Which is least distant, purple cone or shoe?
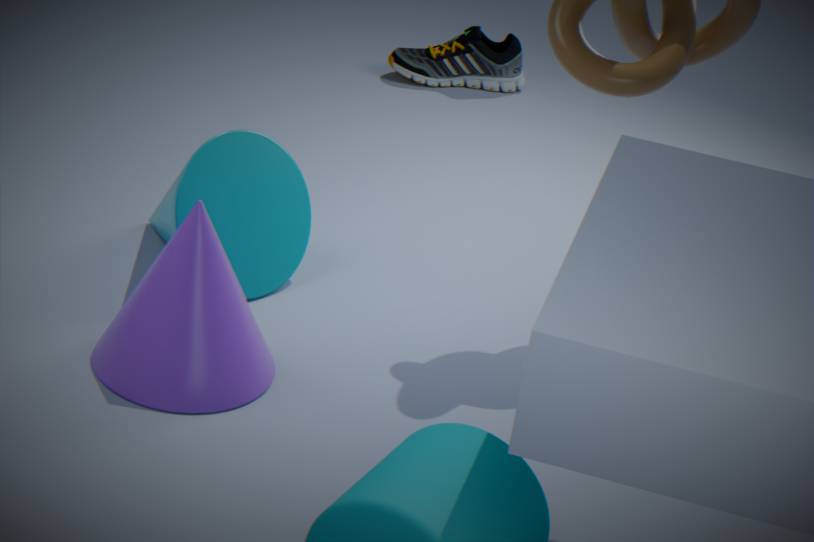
purple cone
